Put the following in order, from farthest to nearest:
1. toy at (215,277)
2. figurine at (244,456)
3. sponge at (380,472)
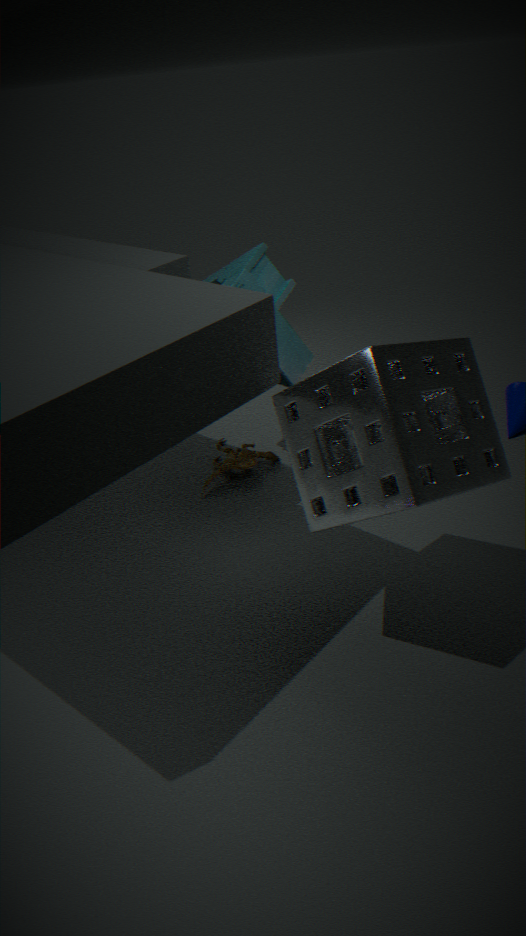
1. figurine at (244,456)
2. toy at (215,277)
3. sponge at (380,472)
